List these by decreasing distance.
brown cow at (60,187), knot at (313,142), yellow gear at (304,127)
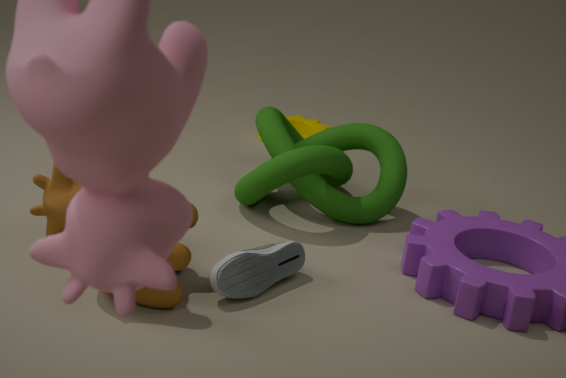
yellow gear at (304,127) → knot at (313,142) → brown cow at (60,187)
